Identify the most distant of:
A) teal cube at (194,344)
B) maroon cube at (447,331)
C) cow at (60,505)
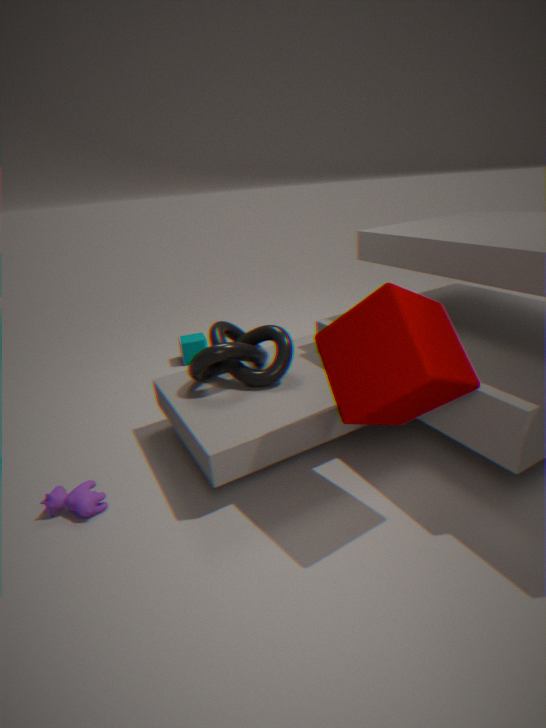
teal cube at (194,344)
